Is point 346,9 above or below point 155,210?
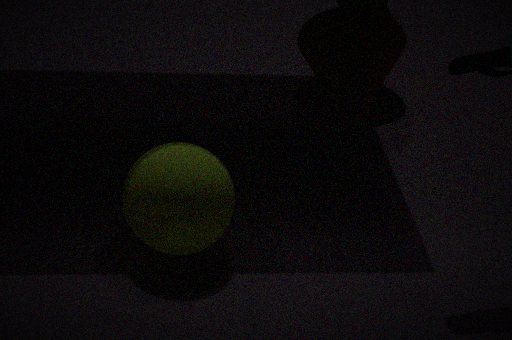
below
